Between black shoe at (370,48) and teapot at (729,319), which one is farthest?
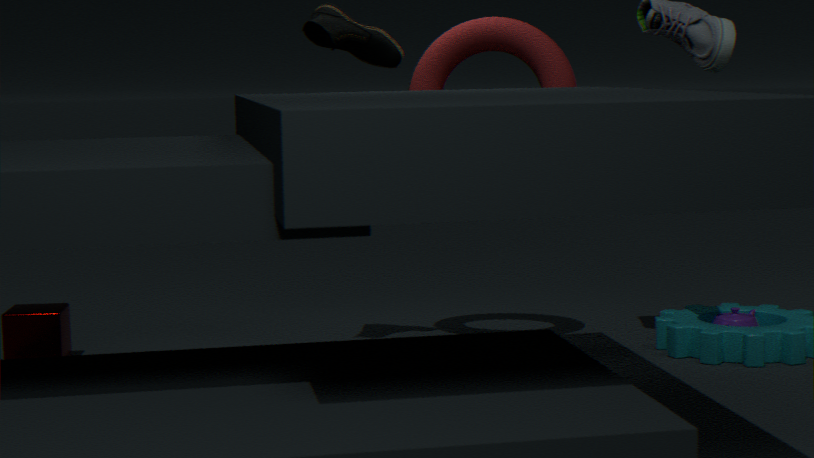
teapot at (729,319)
